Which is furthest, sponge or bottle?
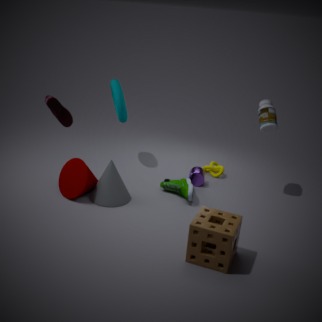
bottle
